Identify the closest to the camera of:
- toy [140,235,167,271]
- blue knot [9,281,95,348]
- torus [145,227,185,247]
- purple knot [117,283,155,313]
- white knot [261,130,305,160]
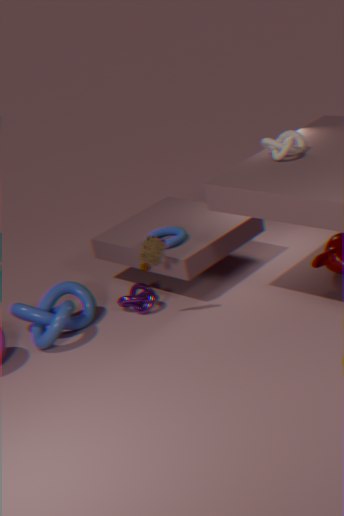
toy [140,235,167,271]
